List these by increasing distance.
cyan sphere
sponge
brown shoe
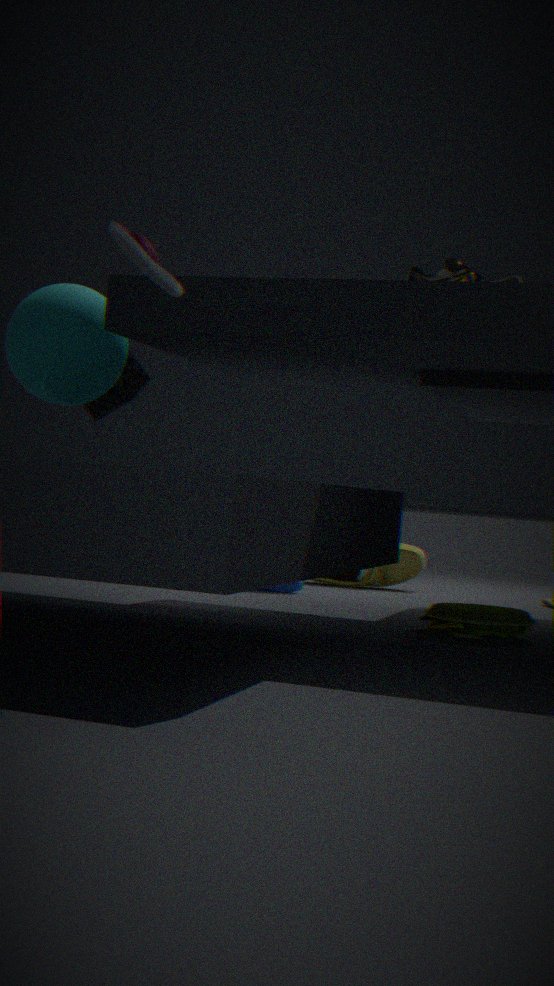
cyan sphere, sponge, brown shoe
